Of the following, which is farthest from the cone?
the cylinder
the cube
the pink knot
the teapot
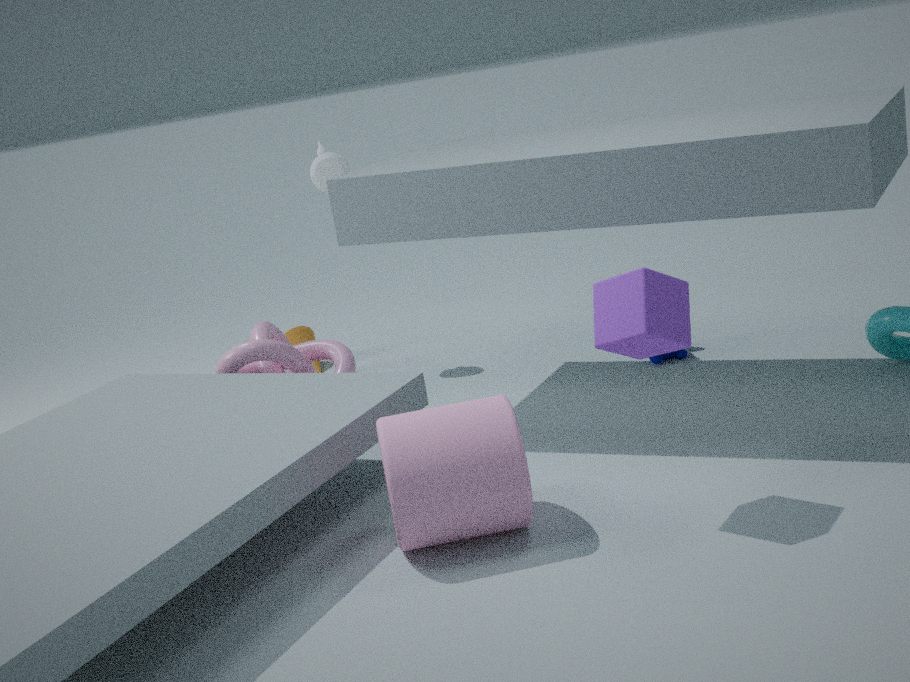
the cube
